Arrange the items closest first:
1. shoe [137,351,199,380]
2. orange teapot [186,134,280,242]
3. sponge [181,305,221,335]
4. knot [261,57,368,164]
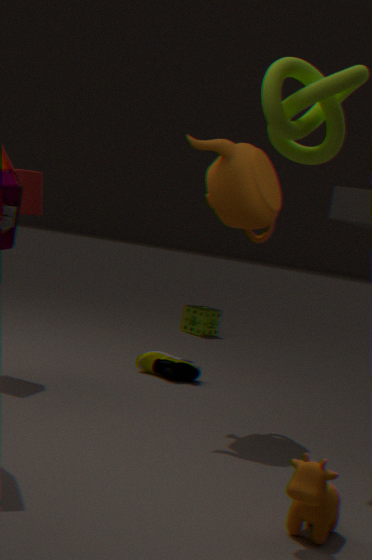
knot [261,57,368,164], orange teapot [186,134,280,242], shoe [137,351,199,380], sponge [181,305,221,335]
